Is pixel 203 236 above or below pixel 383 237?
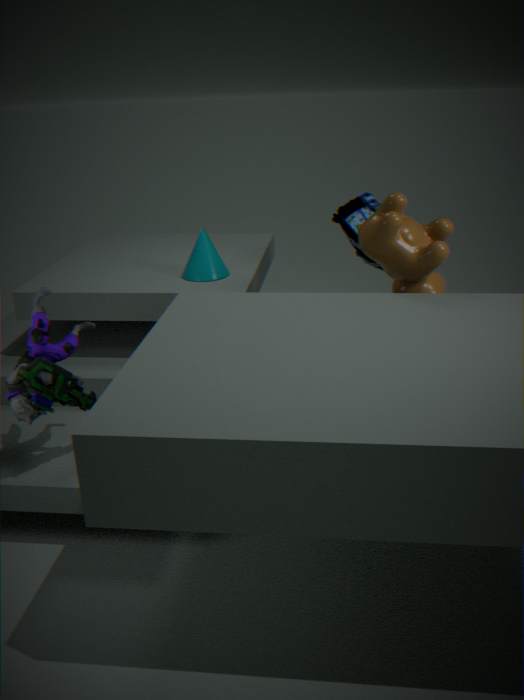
below
